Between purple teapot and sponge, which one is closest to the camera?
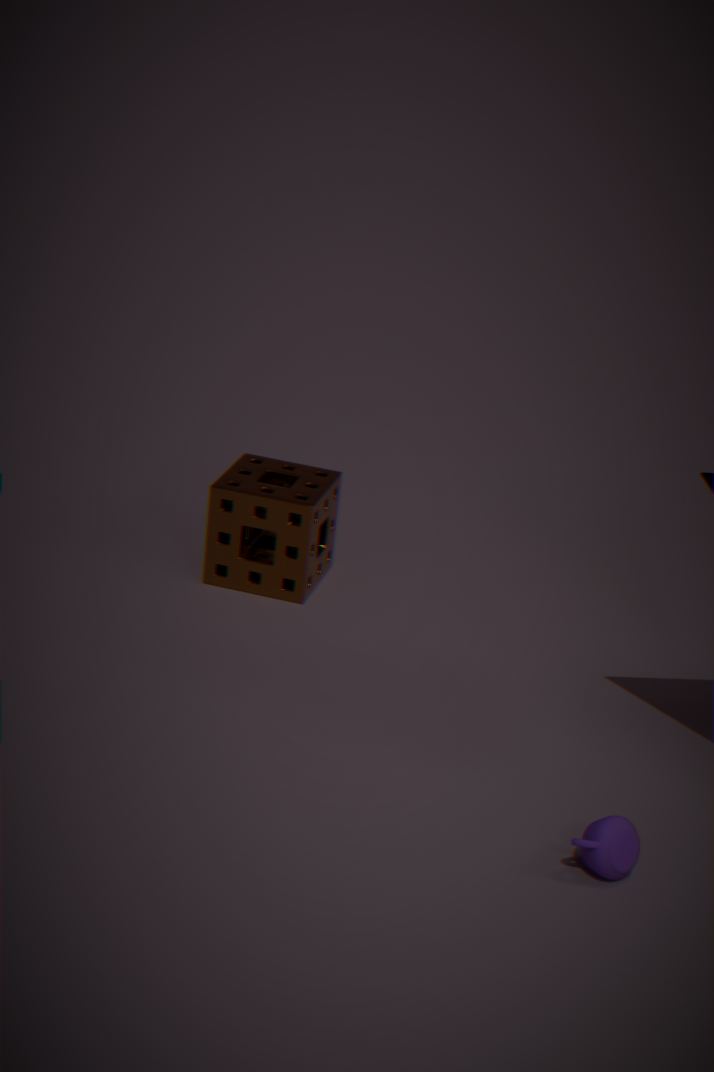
purple teapot
